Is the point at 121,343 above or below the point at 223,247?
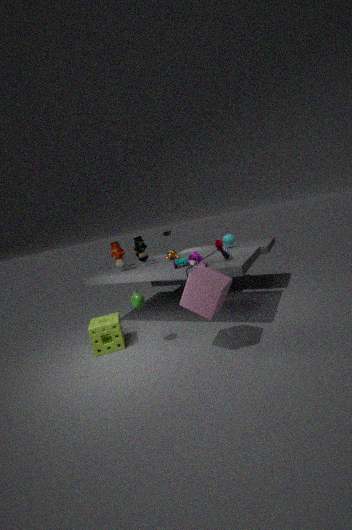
below
